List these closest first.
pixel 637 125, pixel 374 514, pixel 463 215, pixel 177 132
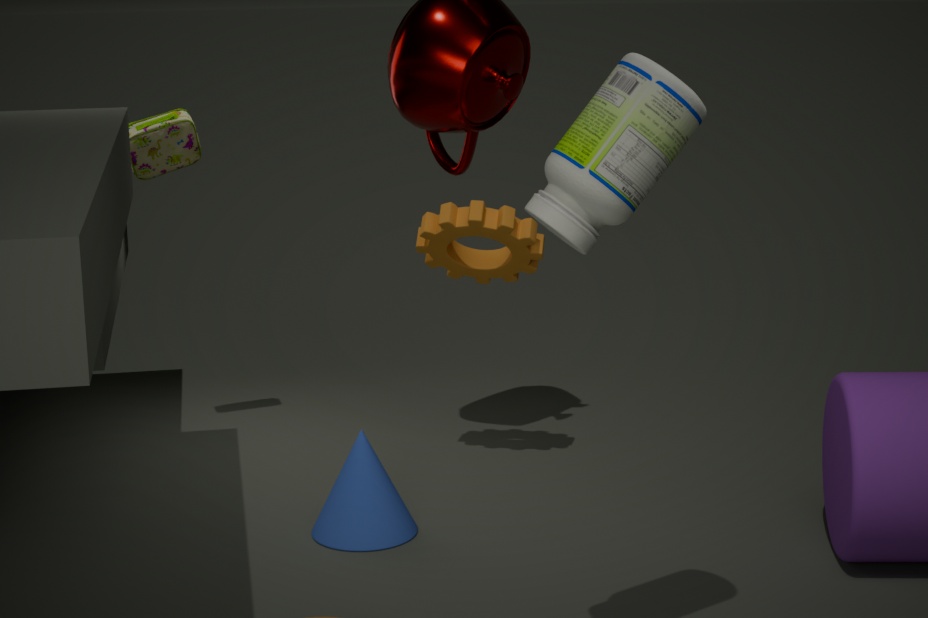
pixel 637 125
pixel 374 514
pixel 463 215
pixel 177 132
